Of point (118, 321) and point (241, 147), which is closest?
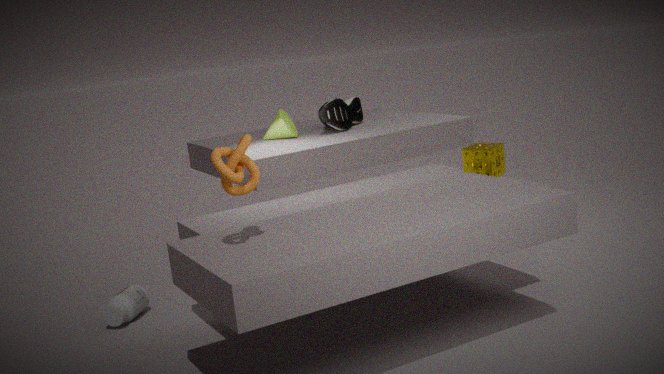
point (241, 147)
